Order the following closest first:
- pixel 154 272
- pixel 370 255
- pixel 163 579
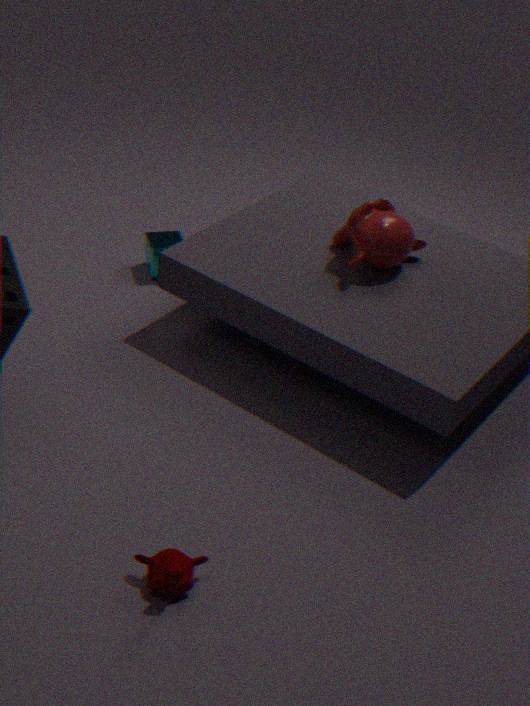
pixel 163 579
pixel 370 255
pixel 154 272
